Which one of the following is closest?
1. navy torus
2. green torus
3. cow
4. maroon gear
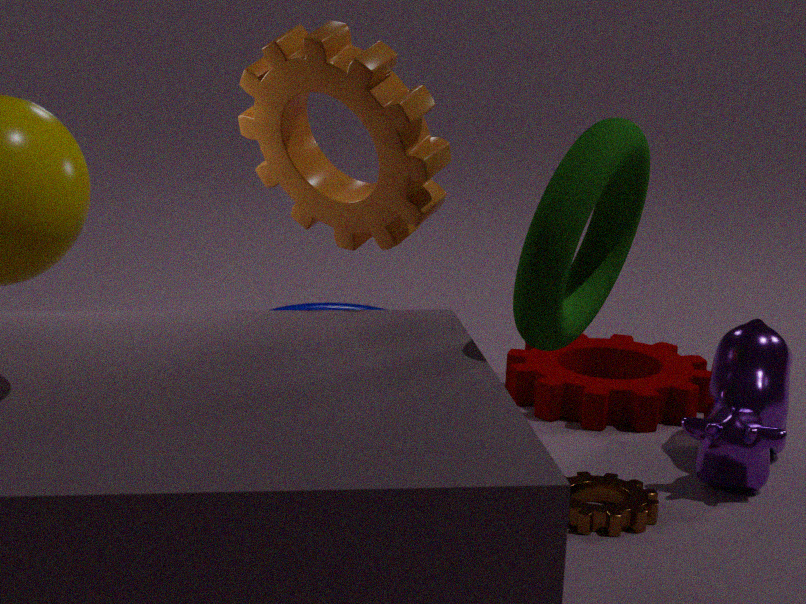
green torus
